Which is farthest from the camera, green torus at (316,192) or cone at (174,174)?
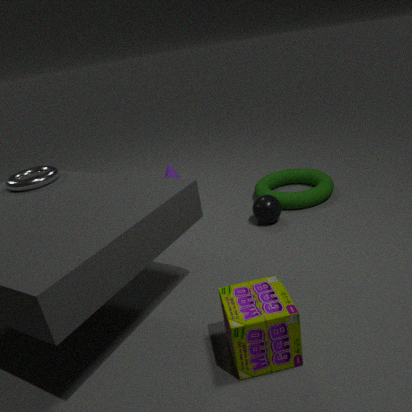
cone at (174,174)
